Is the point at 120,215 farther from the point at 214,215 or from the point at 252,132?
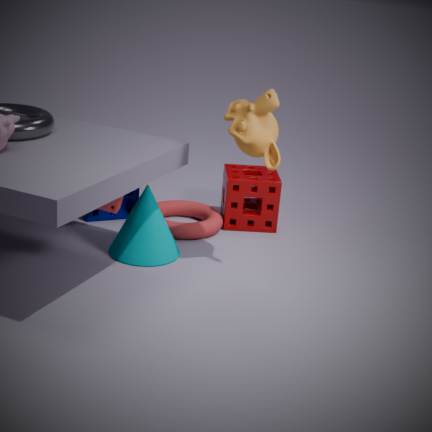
the point at 252,132
